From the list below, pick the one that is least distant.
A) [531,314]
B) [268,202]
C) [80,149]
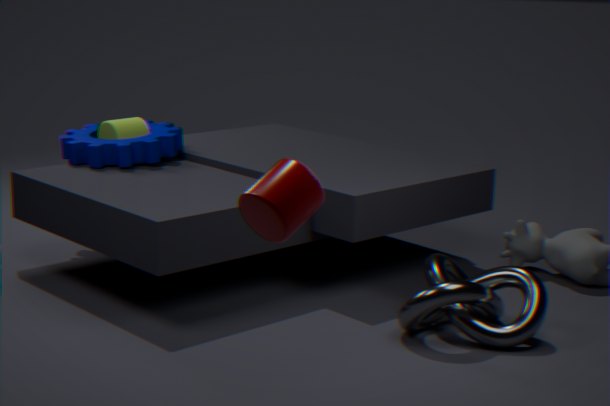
[268,202]
